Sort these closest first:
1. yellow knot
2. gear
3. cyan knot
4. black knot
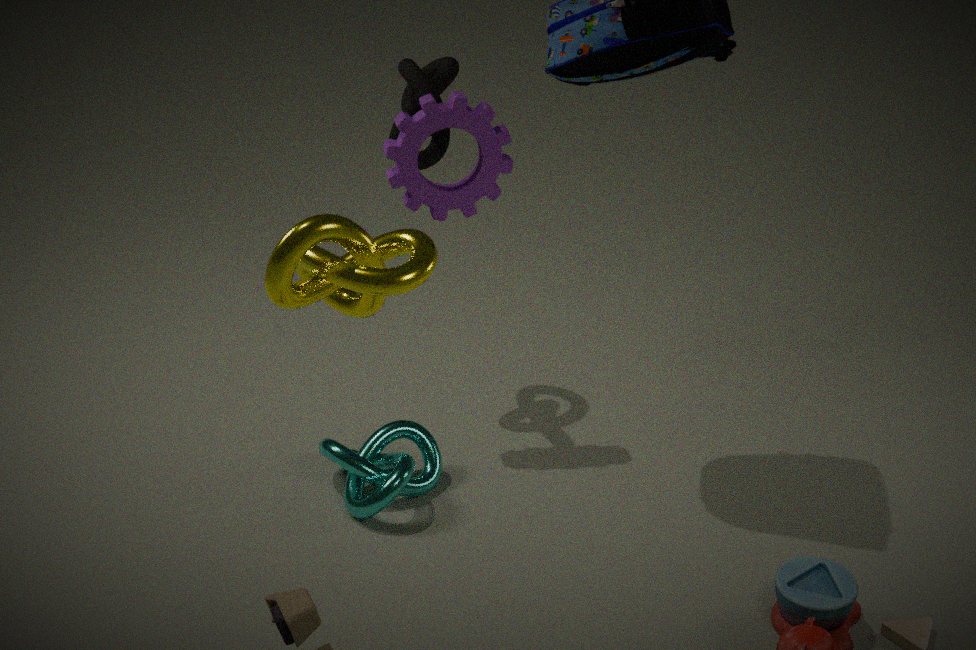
yellow knot < cyan knot < gear < black knot
